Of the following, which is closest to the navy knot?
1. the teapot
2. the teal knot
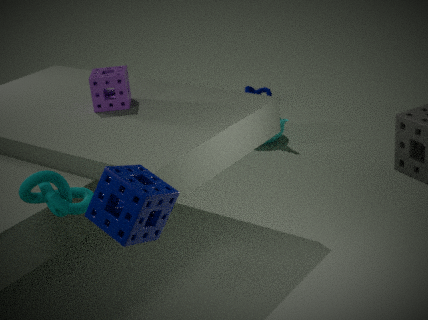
the teapot
